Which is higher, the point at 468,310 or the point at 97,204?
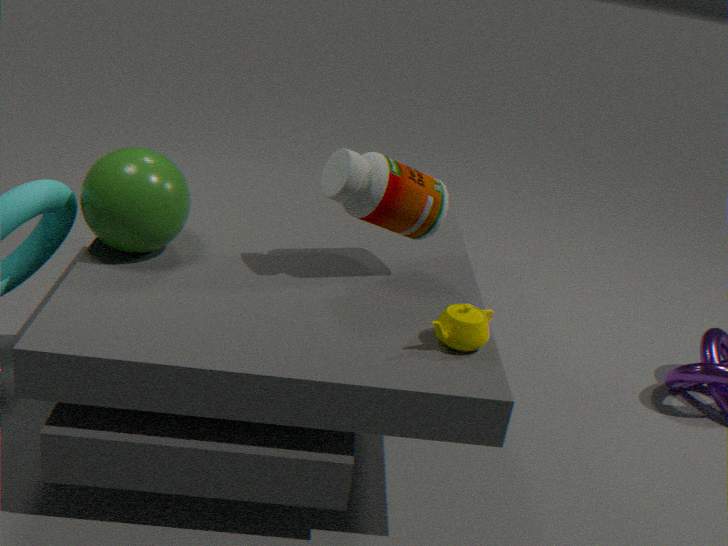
the point at 97,204
